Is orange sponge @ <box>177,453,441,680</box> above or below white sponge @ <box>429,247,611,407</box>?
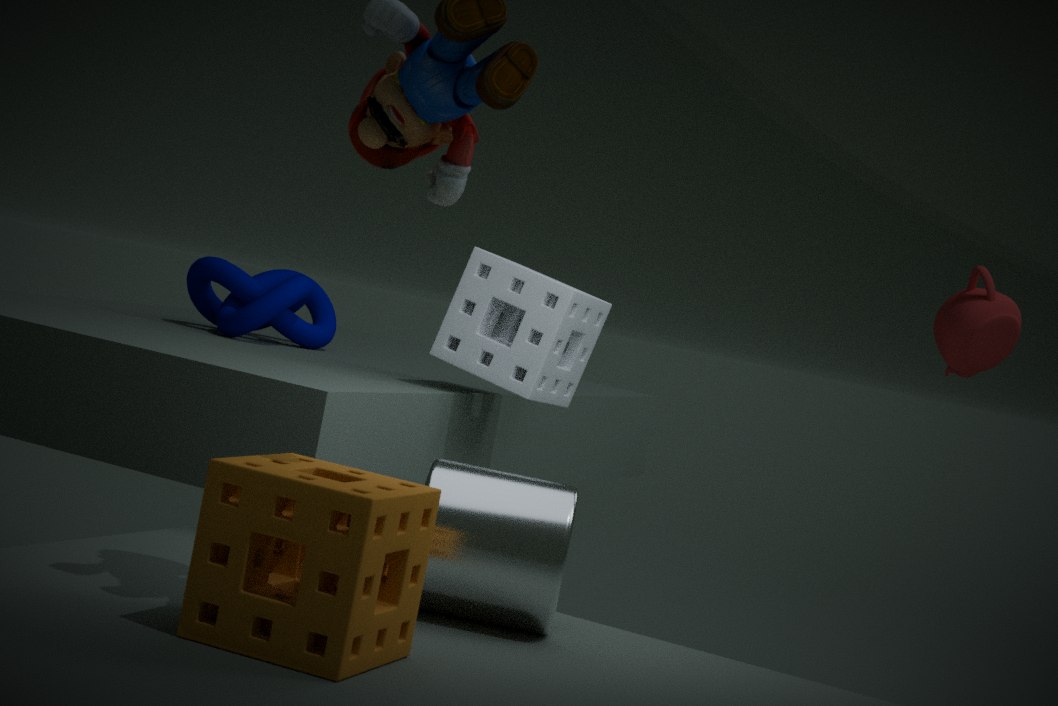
below
